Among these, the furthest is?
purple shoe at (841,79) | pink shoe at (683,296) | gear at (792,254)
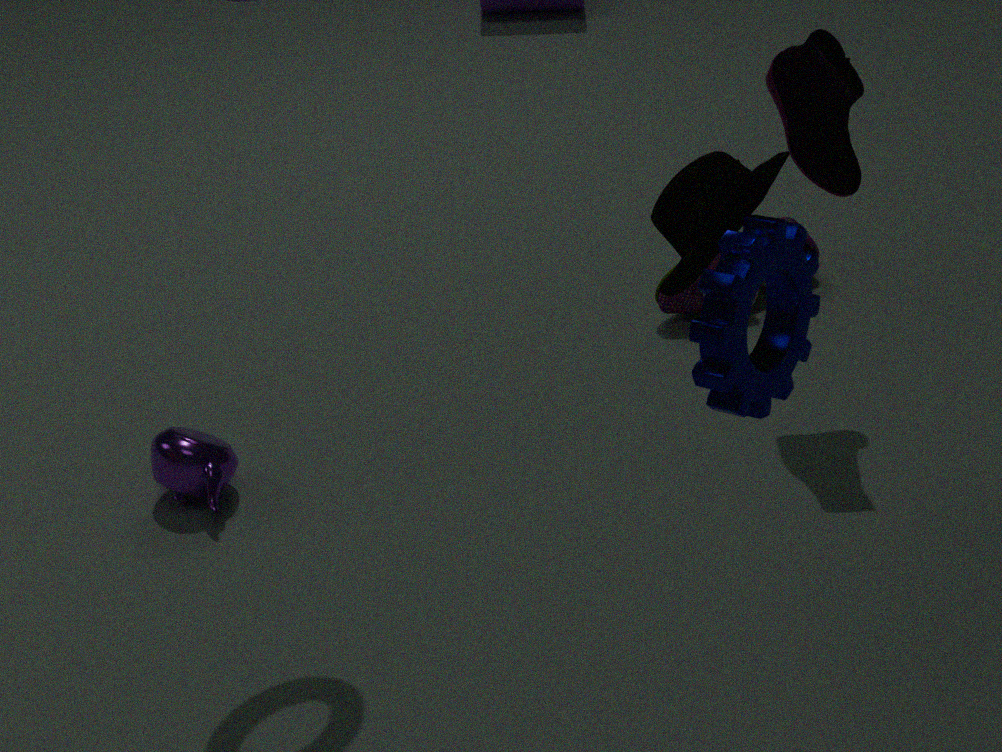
pink shoe at (683,296)
